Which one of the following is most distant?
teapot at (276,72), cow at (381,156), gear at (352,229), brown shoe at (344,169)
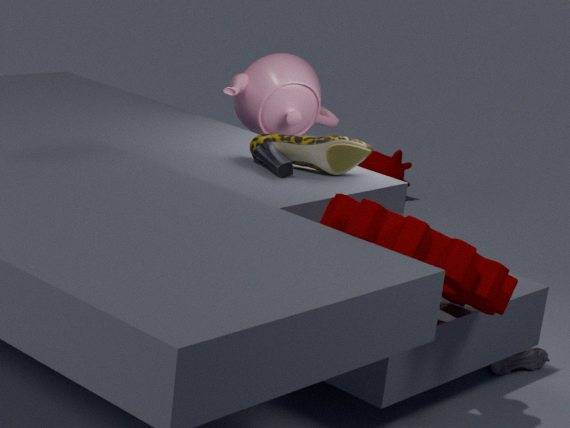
cow at (381,156)
